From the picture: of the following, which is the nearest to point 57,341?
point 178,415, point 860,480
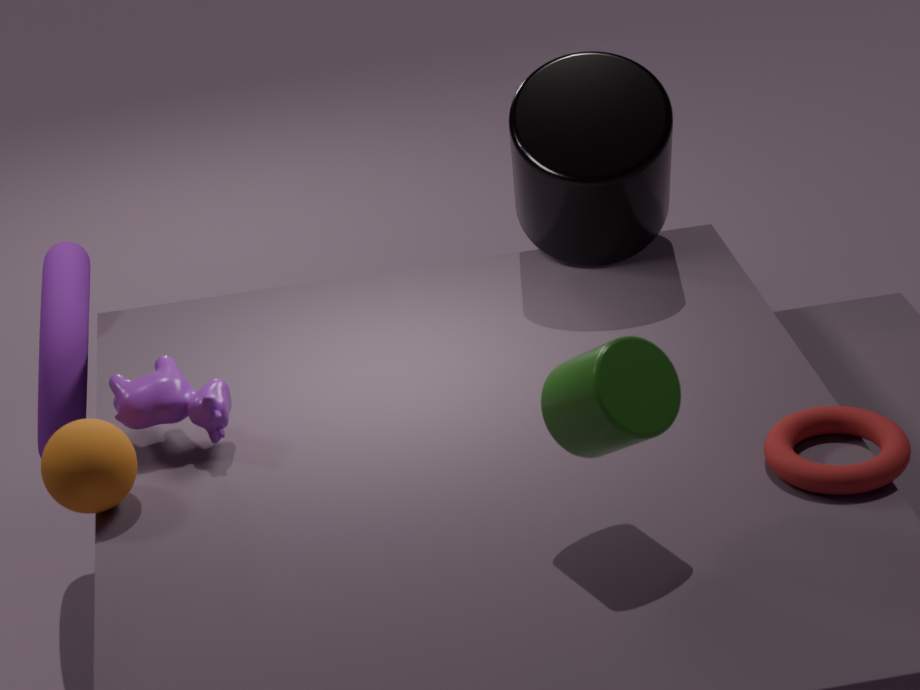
point 178,415
